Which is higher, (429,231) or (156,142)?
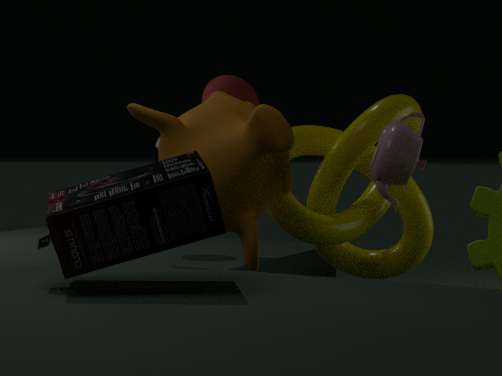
(156,142)
